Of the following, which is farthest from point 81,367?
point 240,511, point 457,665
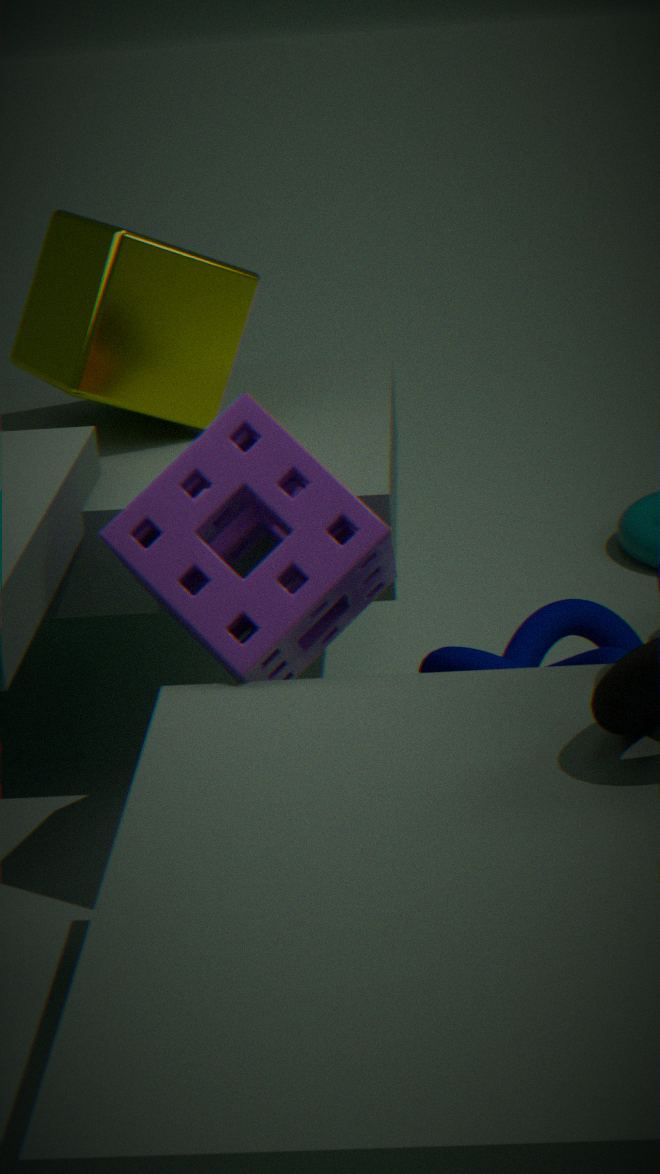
point 457,665
